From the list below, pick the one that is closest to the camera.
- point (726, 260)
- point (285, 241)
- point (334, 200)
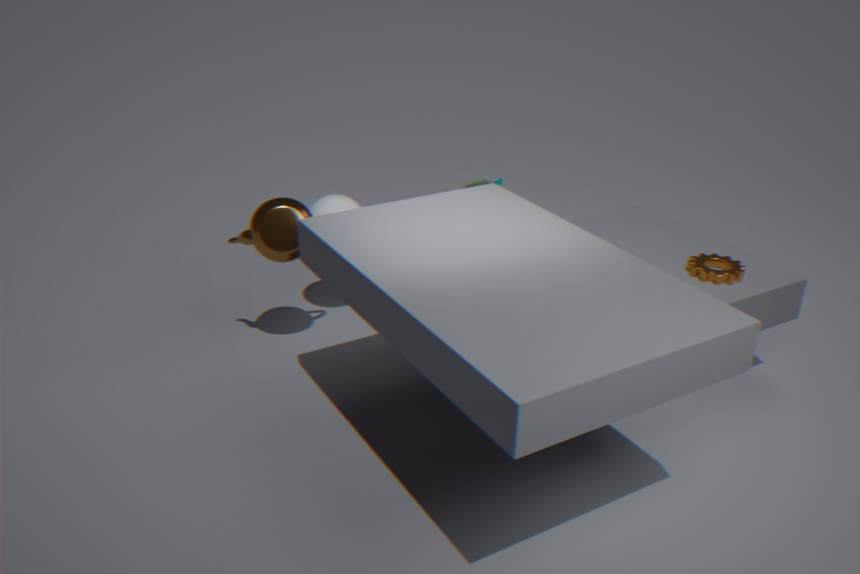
point (285, 241)
